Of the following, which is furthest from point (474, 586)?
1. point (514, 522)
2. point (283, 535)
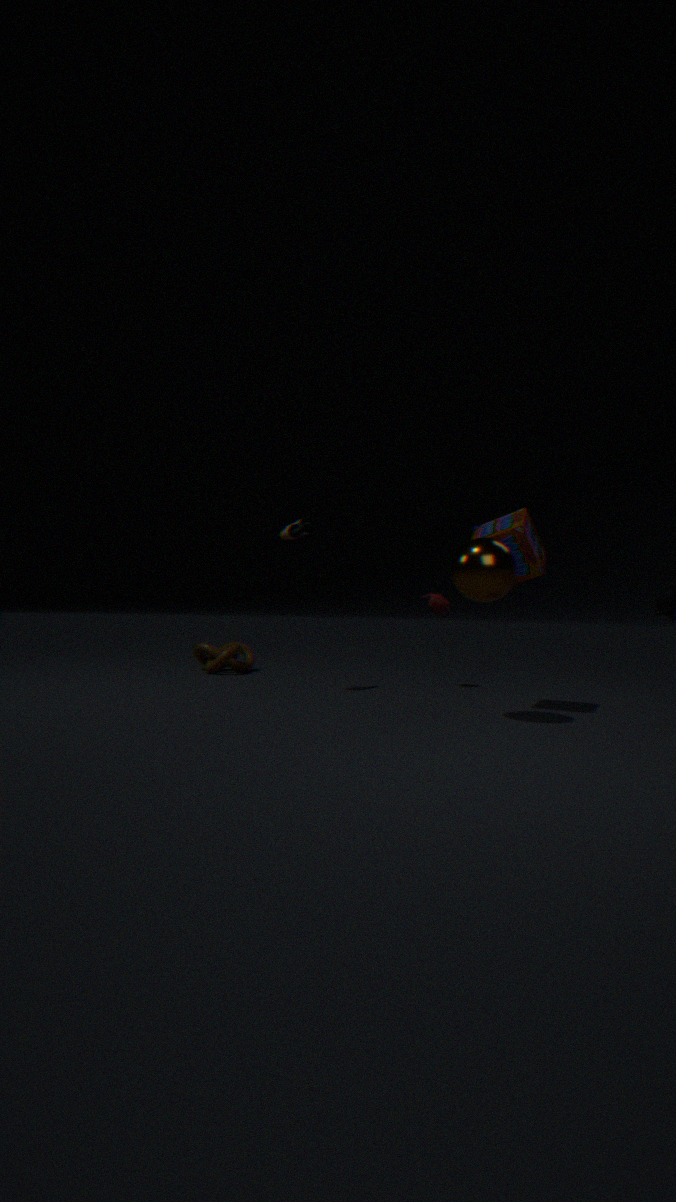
point (283, 535)
